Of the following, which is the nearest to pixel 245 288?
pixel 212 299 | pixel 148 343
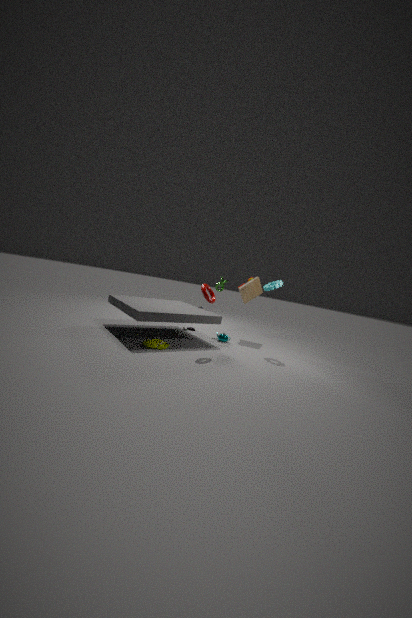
pixel 212 299
